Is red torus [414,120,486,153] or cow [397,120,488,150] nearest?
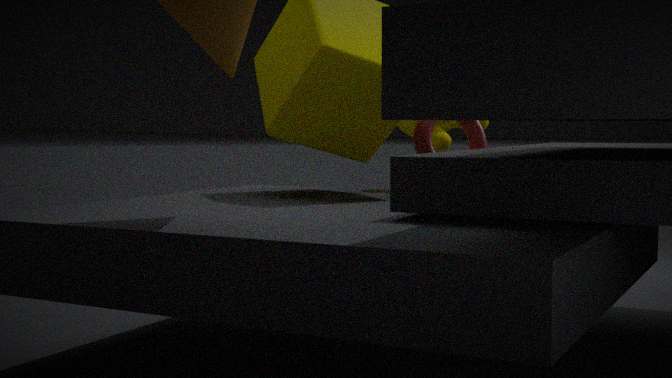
red torus [414,120,486,153]
